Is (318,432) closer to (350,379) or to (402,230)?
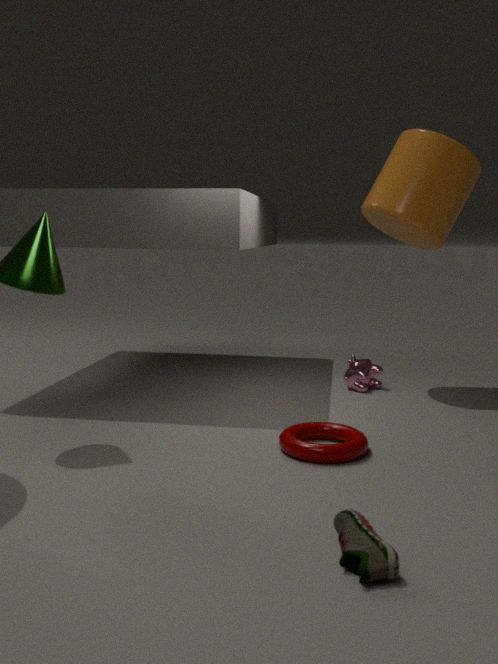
(350,379)
